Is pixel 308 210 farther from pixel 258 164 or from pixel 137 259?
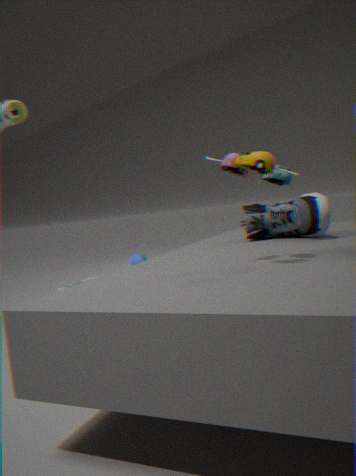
pixel 137 259
